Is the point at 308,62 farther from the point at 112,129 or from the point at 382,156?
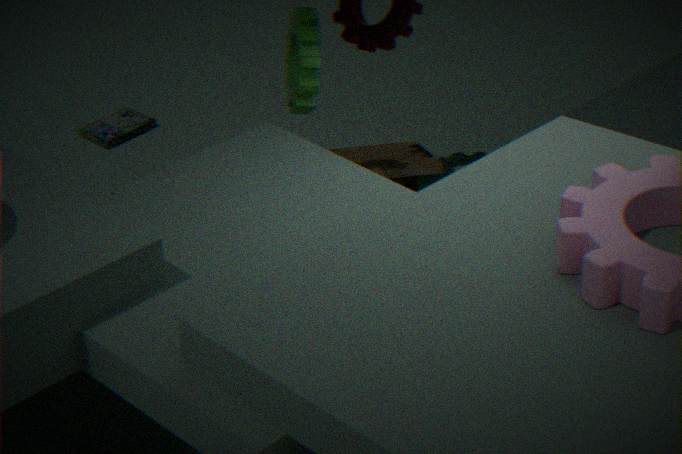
the point at 112,129
